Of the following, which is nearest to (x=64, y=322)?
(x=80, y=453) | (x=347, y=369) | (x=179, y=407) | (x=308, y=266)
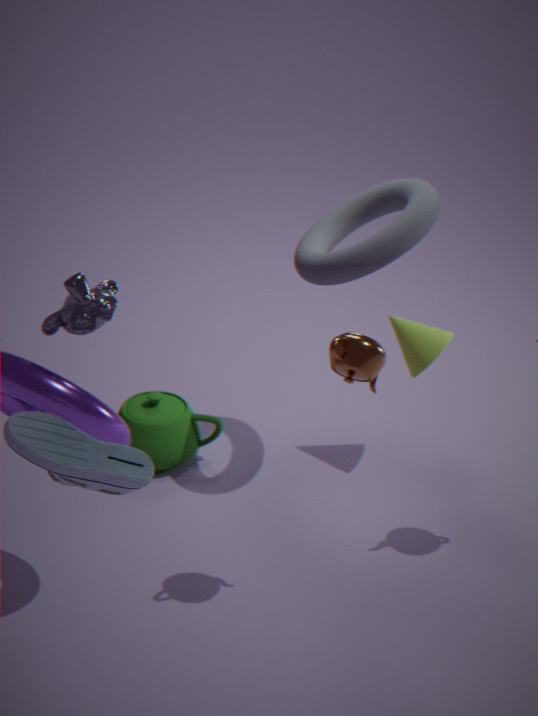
(x=80, y=453)
